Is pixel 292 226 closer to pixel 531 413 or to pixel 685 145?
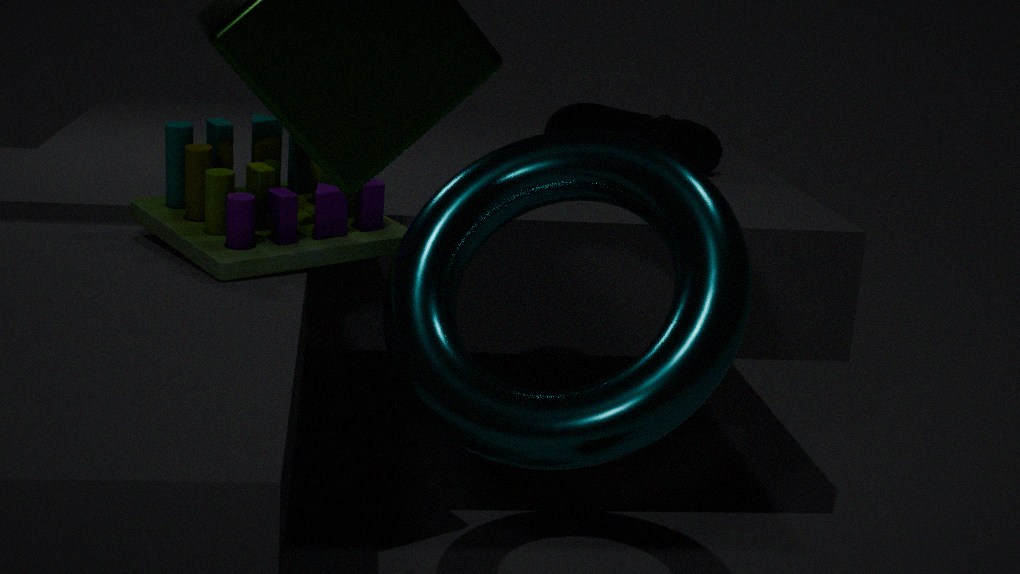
pixel 531 413
